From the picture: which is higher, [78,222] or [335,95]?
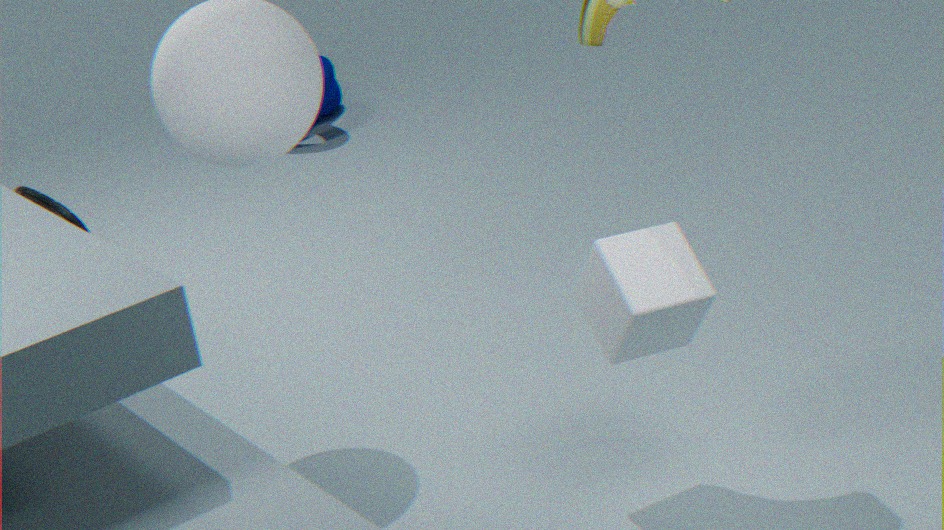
[78,222]
